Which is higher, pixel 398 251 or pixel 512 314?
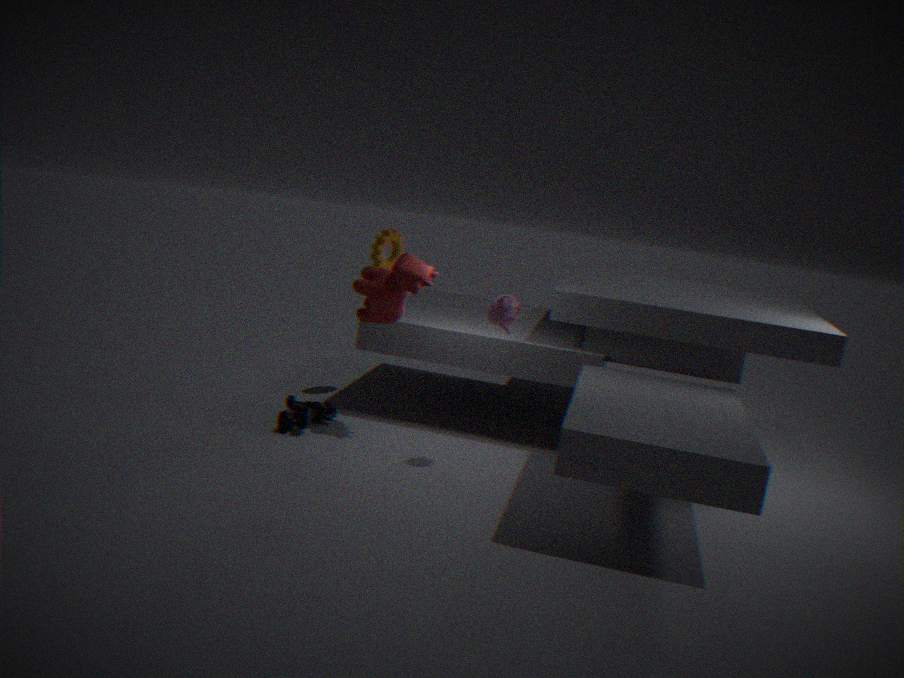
pixel 398 251
